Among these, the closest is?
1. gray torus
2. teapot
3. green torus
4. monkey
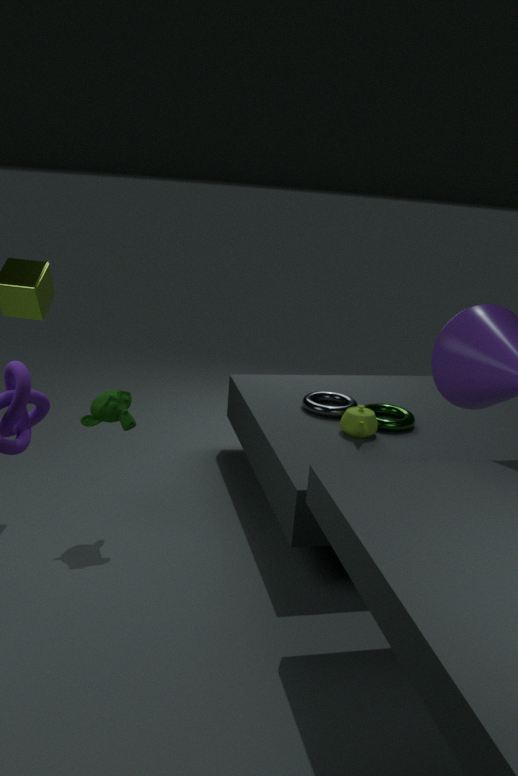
monkey
